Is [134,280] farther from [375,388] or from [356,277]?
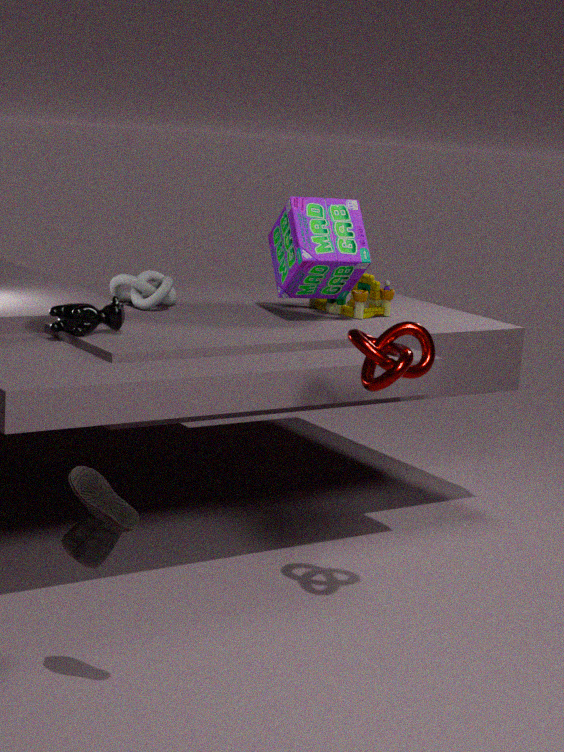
[375,388]
